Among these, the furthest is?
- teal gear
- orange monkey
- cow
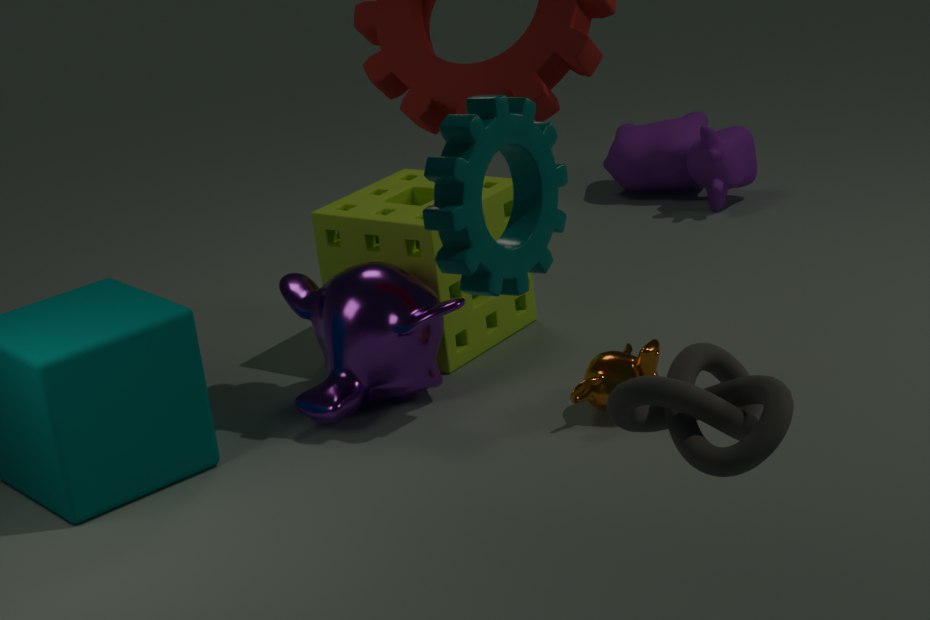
cow
